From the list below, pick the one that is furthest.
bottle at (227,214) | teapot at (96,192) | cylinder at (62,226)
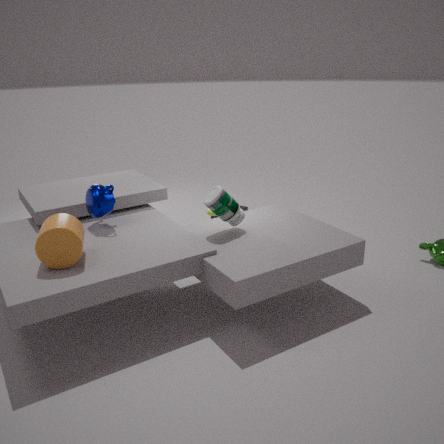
teapot at (96,192)
